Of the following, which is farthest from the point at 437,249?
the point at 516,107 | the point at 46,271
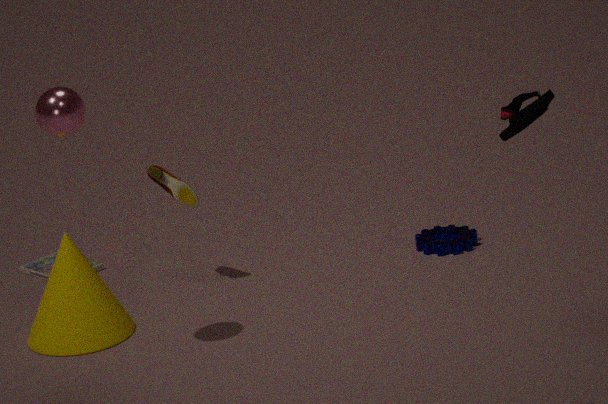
the point at 516,107
